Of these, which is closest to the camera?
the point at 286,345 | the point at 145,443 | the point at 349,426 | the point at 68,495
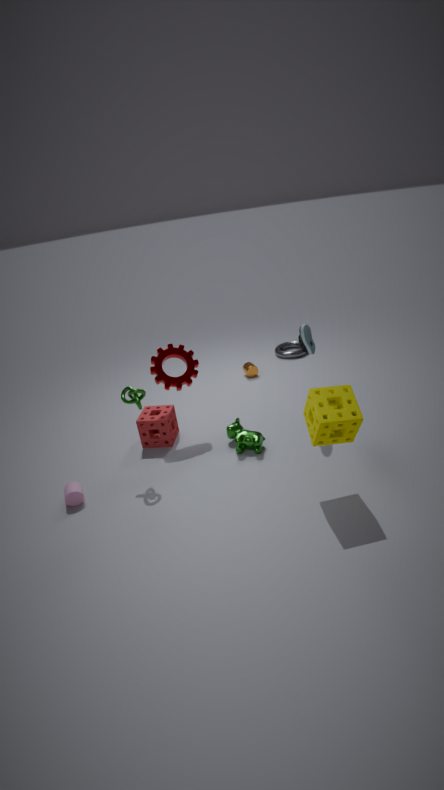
the point at 349,426
